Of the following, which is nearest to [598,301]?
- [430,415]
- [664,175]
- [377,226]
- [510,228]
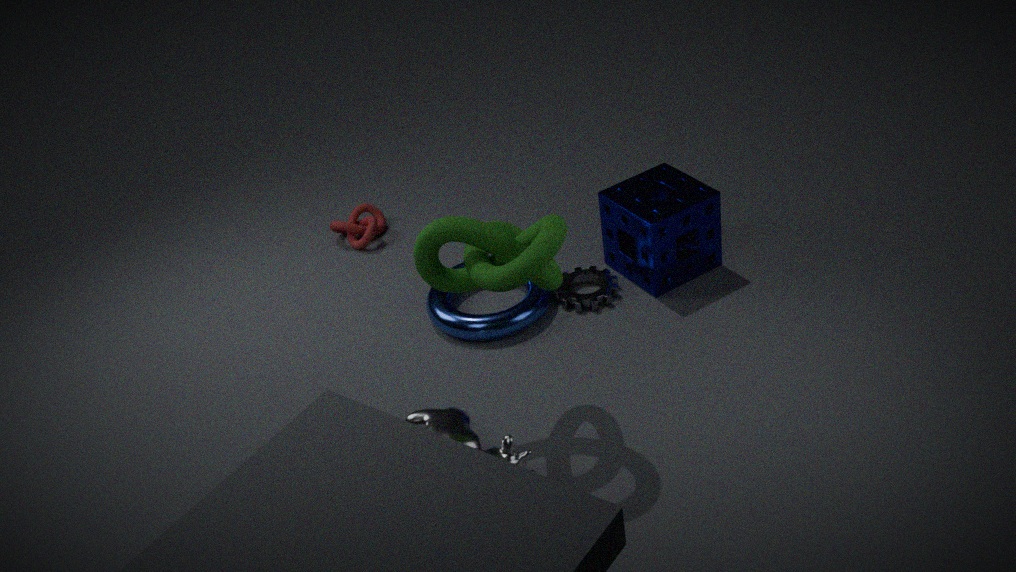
[664,175]
